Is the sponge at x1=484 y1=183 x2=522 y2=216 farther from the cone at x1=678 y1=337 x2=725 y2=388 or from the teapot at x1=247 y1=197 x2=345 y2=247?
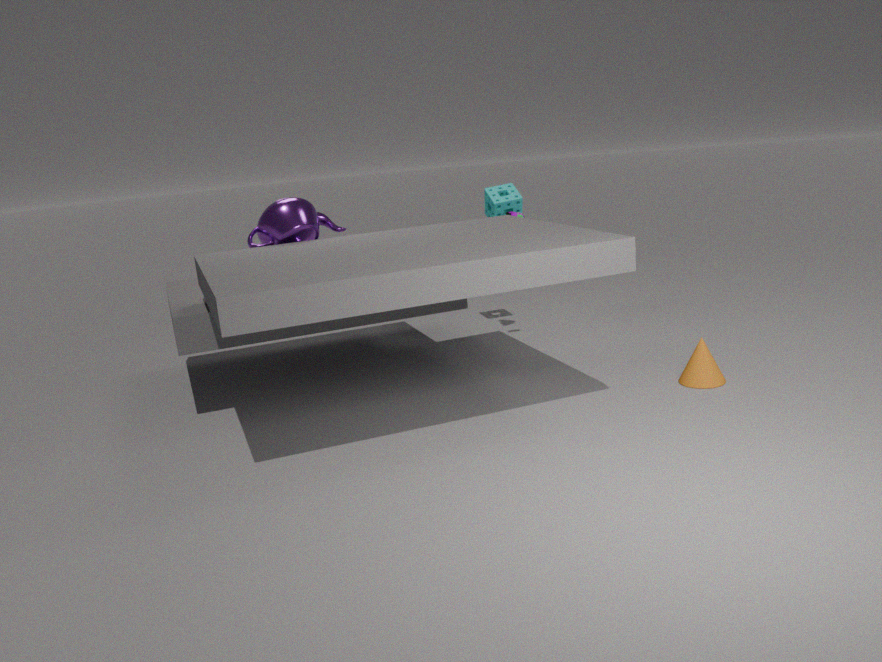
the cone at x1=678 y1=337 x2=725 y2=388
